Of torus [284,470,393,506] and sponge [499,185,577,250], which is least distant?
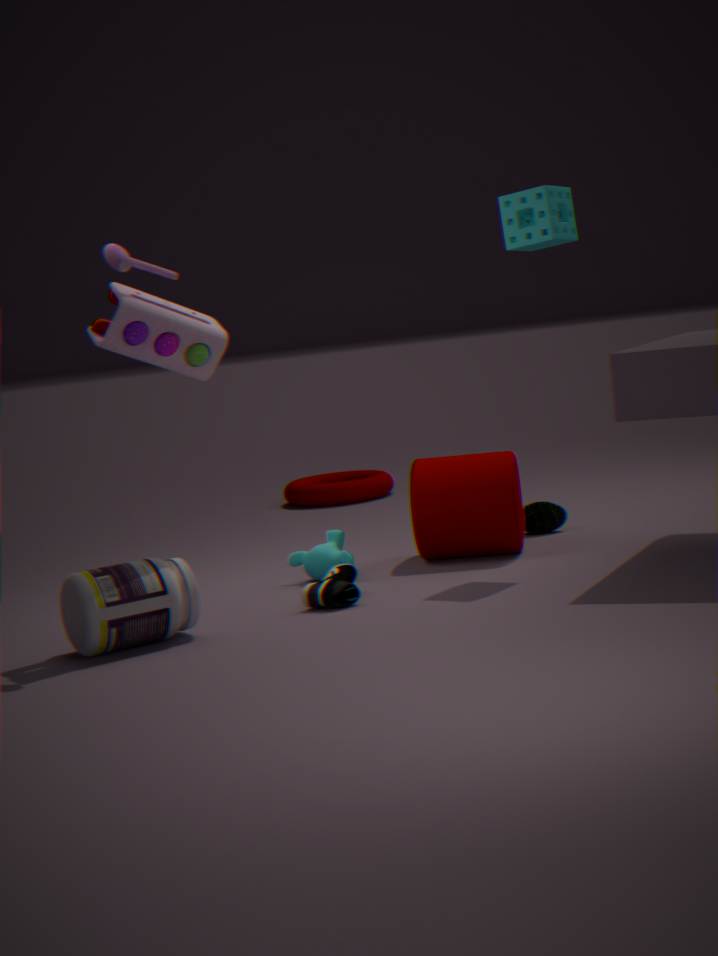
sponge [499,185,577,250]
